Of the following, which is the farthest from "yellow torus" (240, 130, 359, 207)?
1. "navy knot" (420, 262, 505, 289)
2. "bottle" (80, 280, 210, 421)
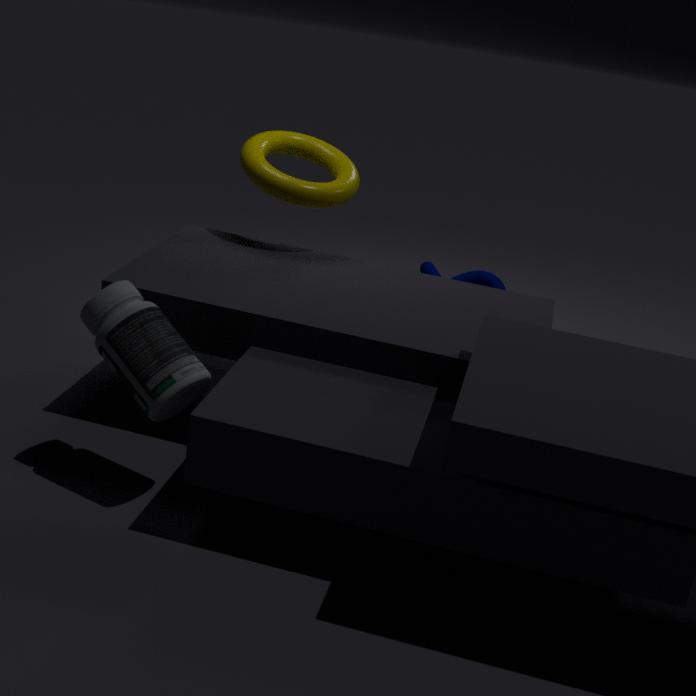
"navy knot" (420, 262, 505, 289)
